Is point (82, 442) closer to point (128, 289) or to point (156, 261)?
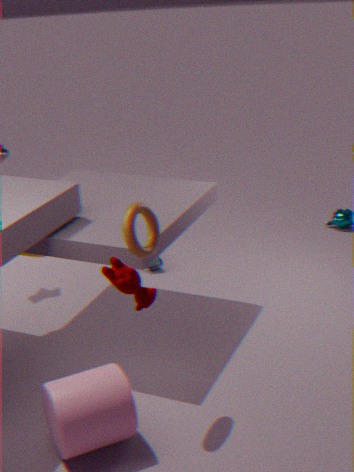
point (128, 289)
